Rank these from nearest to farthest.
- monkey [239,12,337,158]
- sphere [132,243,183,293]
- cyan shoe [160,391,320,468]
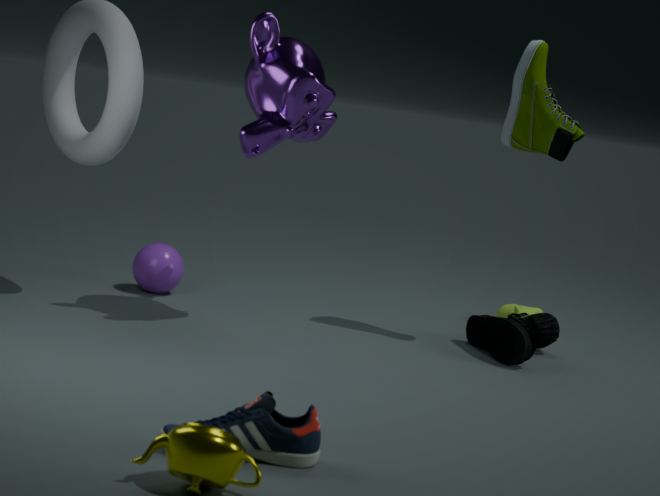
cyan shoe [160,391,320,468] < monkey [239,12,337,158] < sphere [132,243,183,293]
